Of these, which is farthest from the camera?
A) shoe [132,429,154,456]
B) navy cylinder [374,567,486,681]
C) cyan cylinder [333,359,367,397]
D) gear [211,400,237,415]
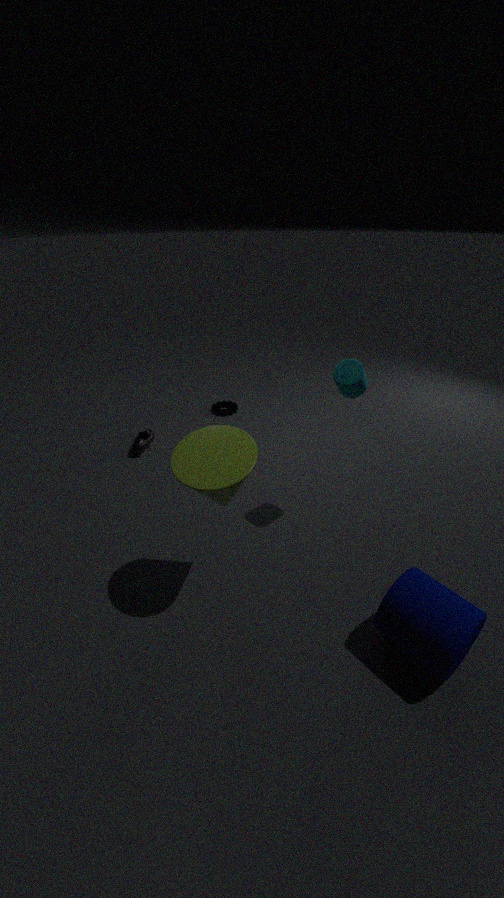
gear [211,400,237,415]
